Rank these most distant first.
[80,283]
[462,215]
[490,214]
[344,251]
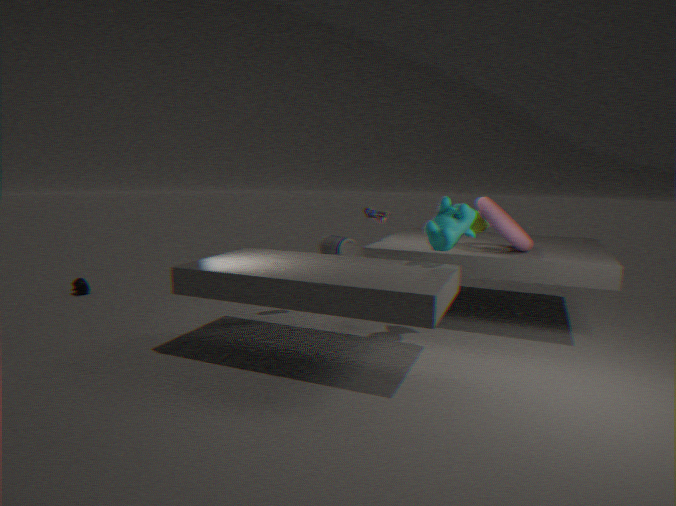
[344,251], [80,283], [490,214], [462,215]
